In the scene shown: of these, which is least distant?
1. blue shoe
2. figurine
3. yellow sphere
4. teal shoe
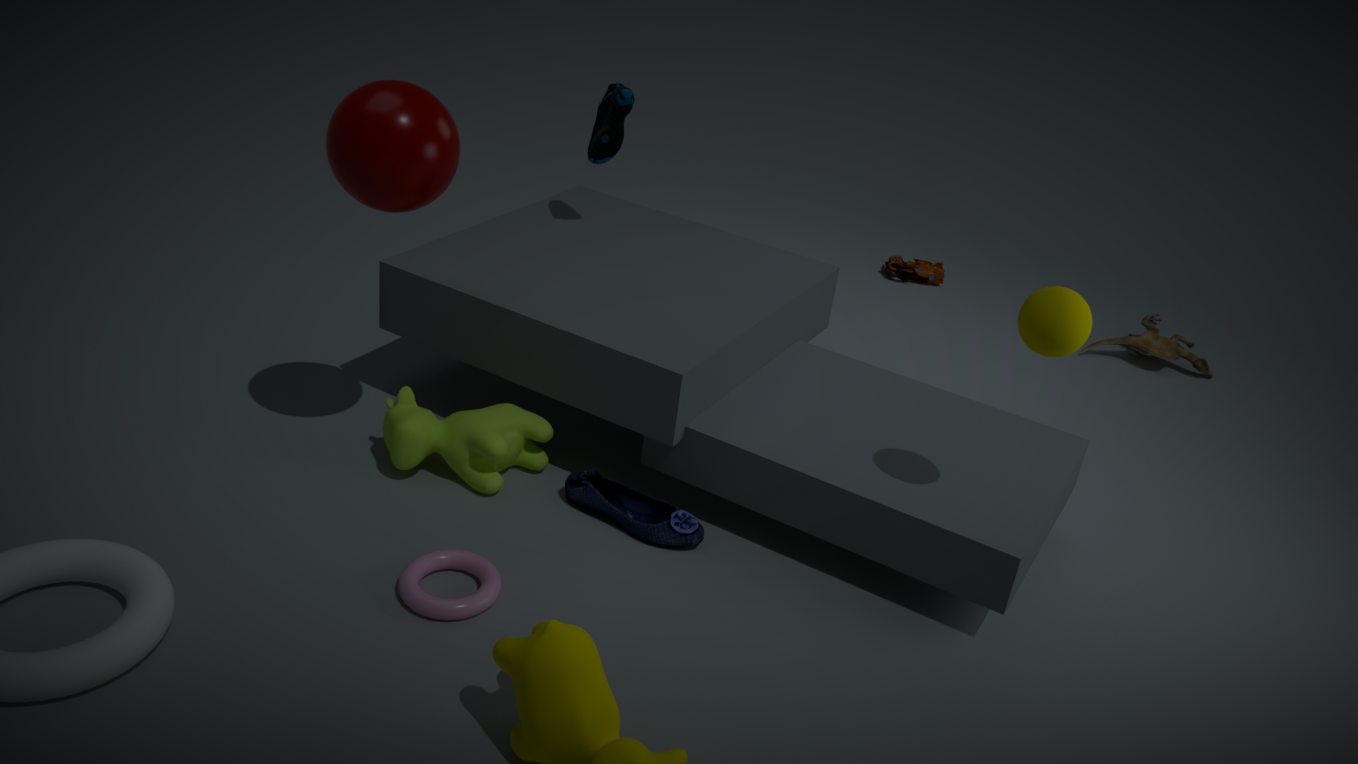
yellow sphere
